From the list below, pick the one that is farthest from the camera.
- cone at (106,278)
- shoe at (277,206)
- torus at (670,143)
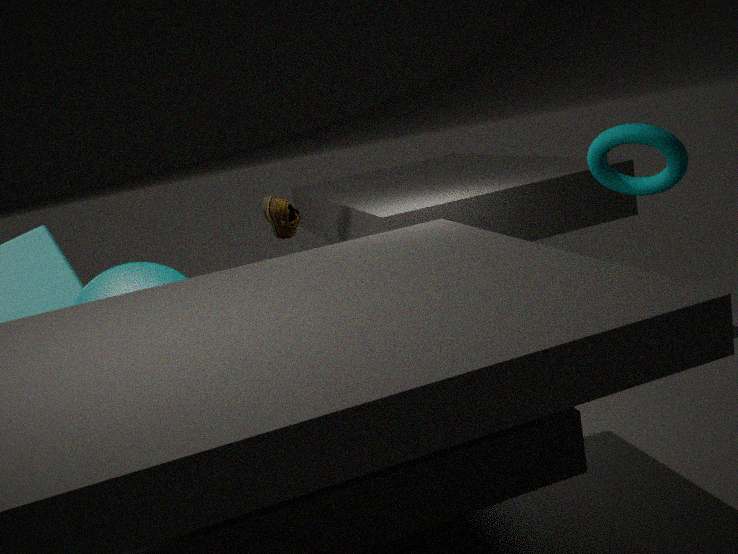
shoe at (277,206)
